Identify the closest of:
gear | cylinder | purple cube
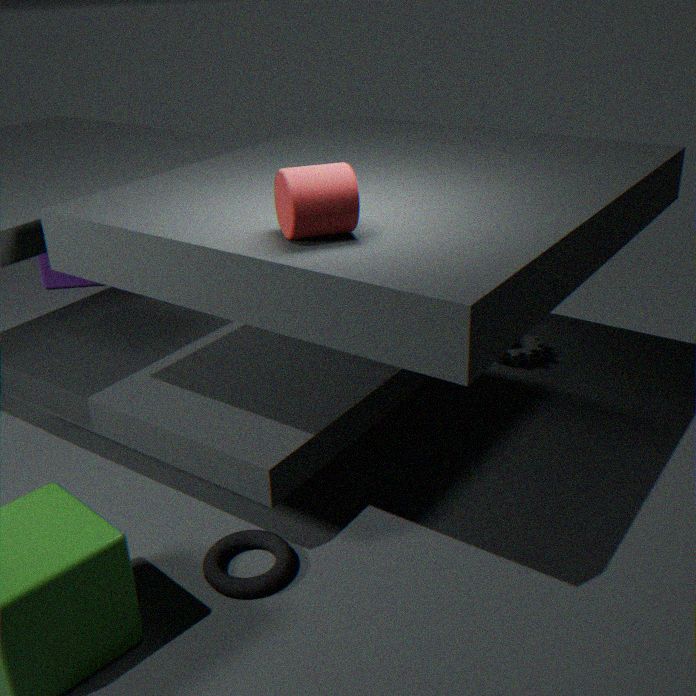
cylinder
